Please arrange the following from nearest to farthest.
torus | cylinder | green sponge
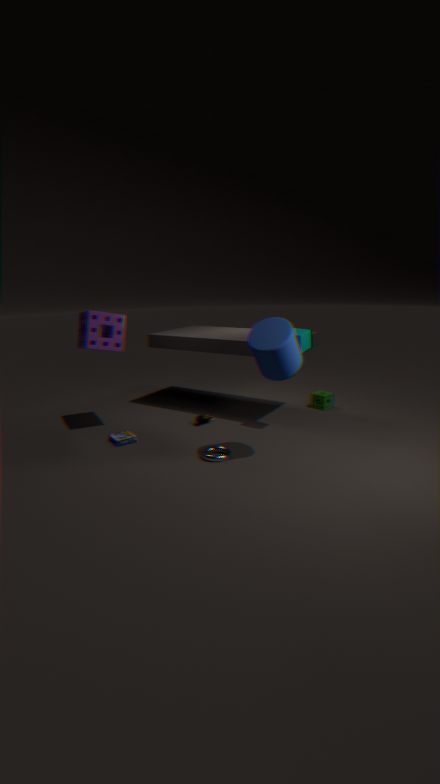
cylinder → torus → green sponge
